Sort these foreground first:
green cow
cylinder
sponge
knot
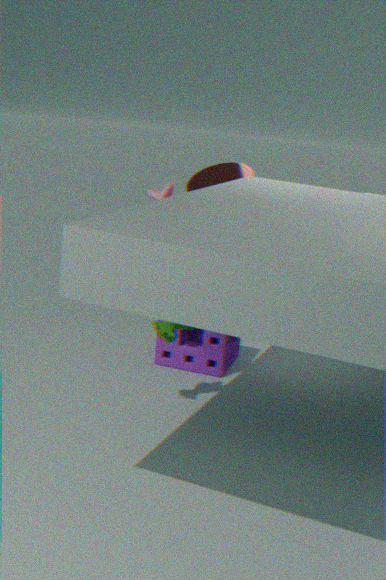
1. green cow
2. sponge
3. cylinder
4. knot
